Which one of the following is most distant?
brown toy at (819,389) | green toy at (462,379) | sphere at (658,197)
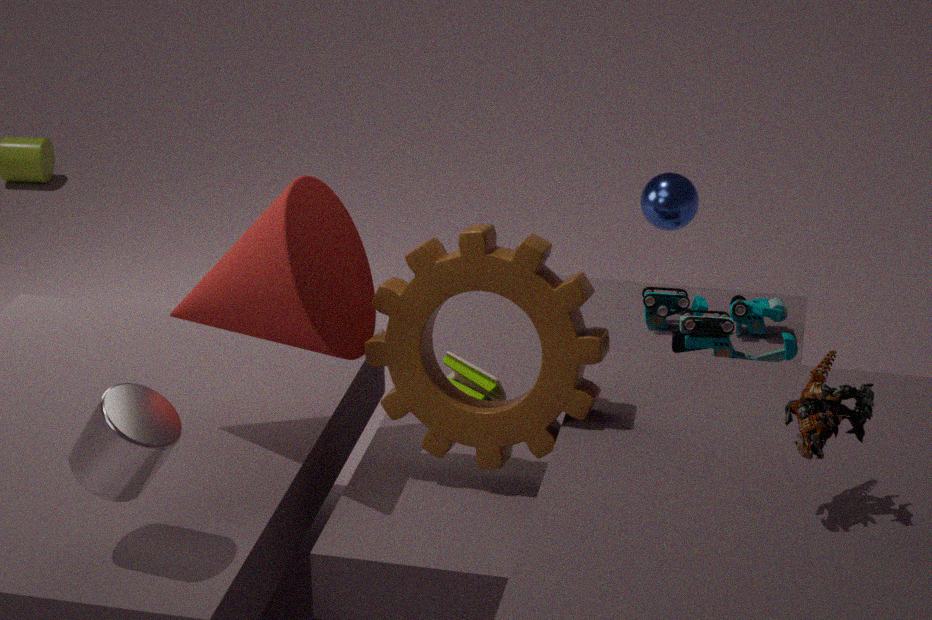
sphere at (658,197)
